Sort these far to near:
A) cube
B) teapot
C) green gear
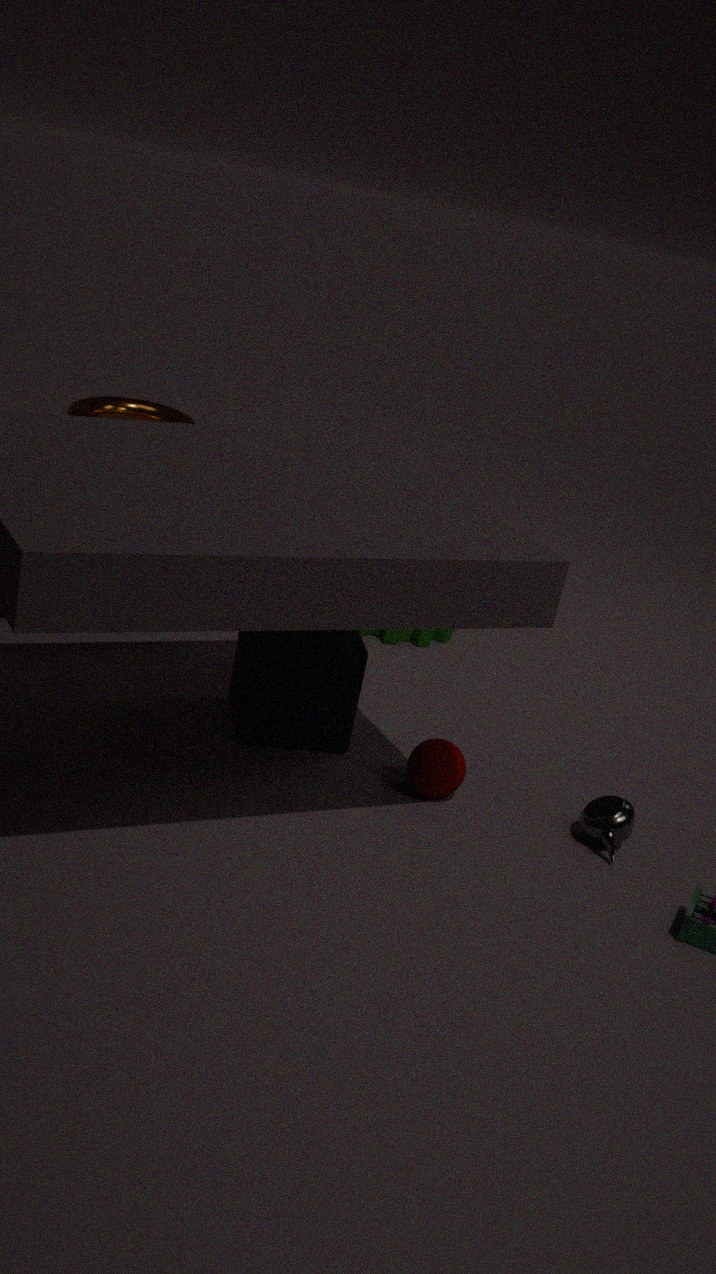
1. green gear
2. cube
3. teapot
